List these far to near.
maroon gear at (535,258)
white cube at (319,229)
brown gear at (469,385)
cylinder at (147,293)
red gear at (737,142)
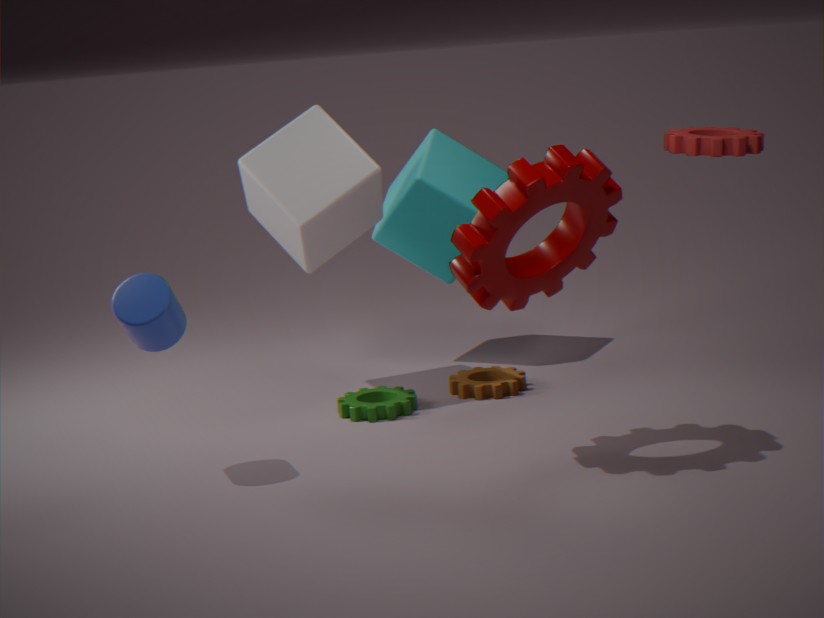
brown gear at (469,385) < white cube at (319,229) < cylinder at (147,293) < maroon gear at (535,258) < red gear at (737,142)
